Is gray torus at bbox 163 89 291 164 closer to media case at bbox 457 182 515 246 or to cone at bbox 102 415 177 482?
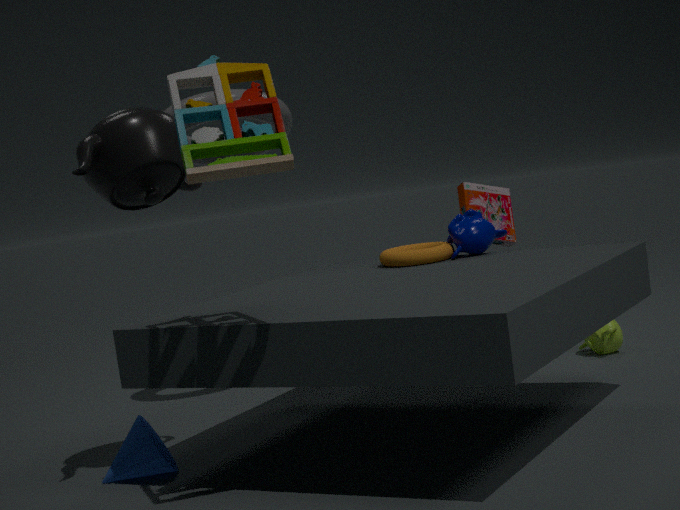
media case at bbox 457 182 515 246
